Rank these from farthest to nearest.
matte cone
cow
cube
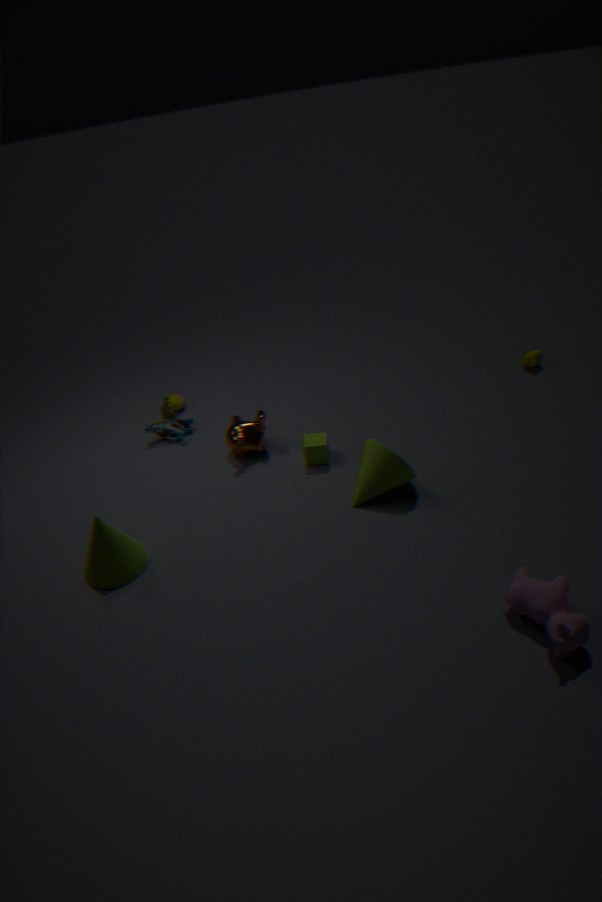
cube, matte cone, cow
